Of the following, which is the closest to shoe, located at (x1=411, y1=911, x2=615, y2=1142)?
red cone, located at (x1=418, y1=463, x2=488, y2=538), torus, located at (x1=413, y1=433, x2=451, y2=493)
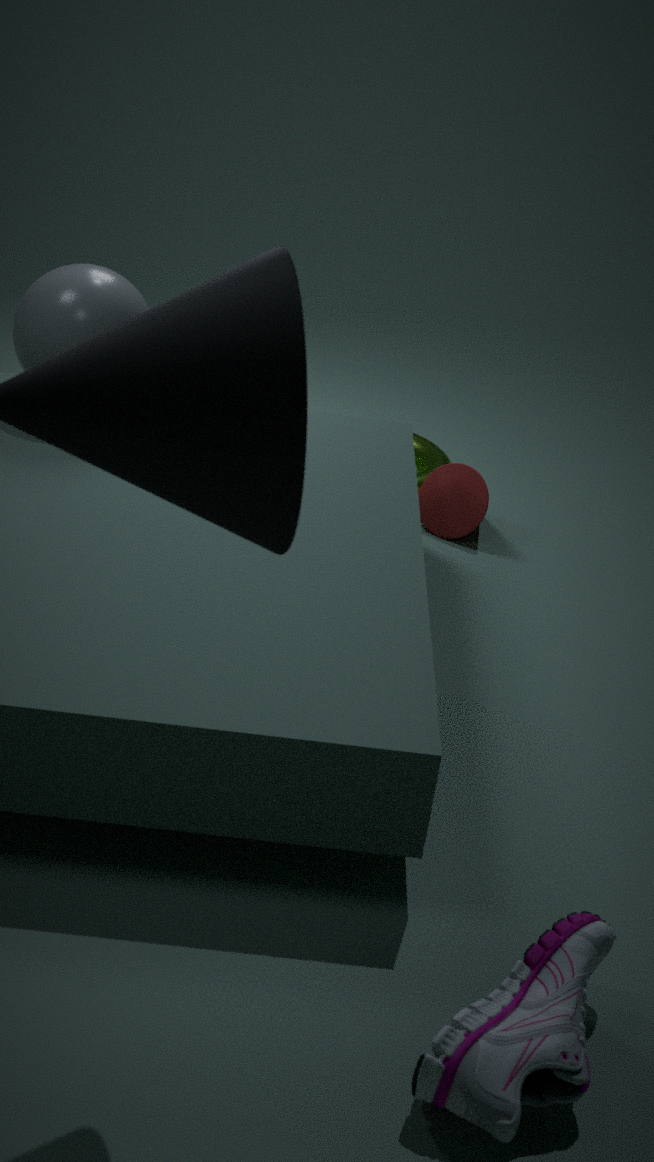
red cone, located at (x1=418, y1=463, x2=488, y2=538)
